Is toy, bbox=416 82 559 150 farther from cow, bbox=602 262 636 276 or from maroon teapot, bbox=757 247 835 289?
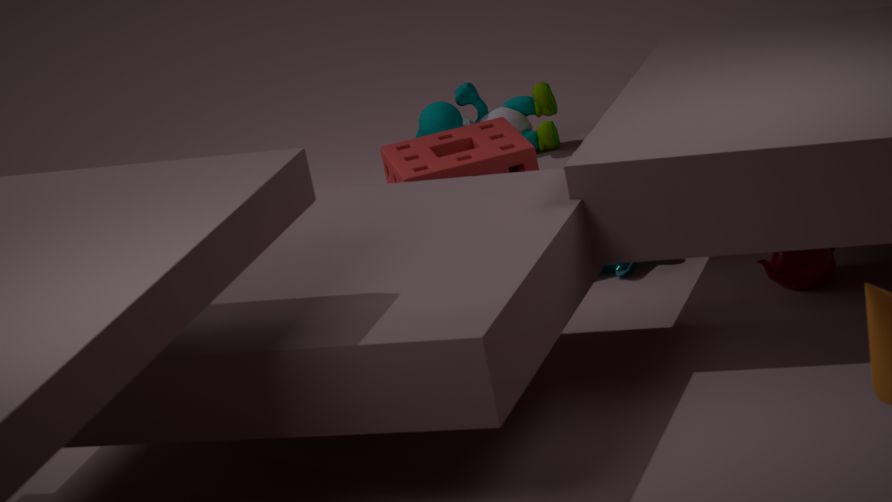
maroon teapot, bbox=757 247 835 289
